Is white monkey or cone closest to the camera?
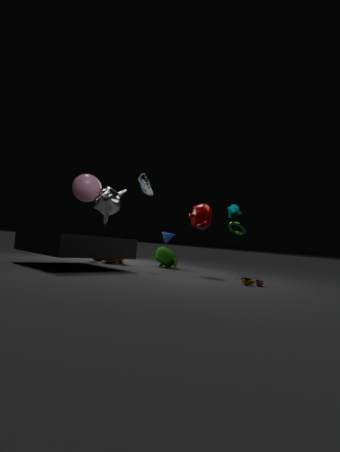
white monkey
